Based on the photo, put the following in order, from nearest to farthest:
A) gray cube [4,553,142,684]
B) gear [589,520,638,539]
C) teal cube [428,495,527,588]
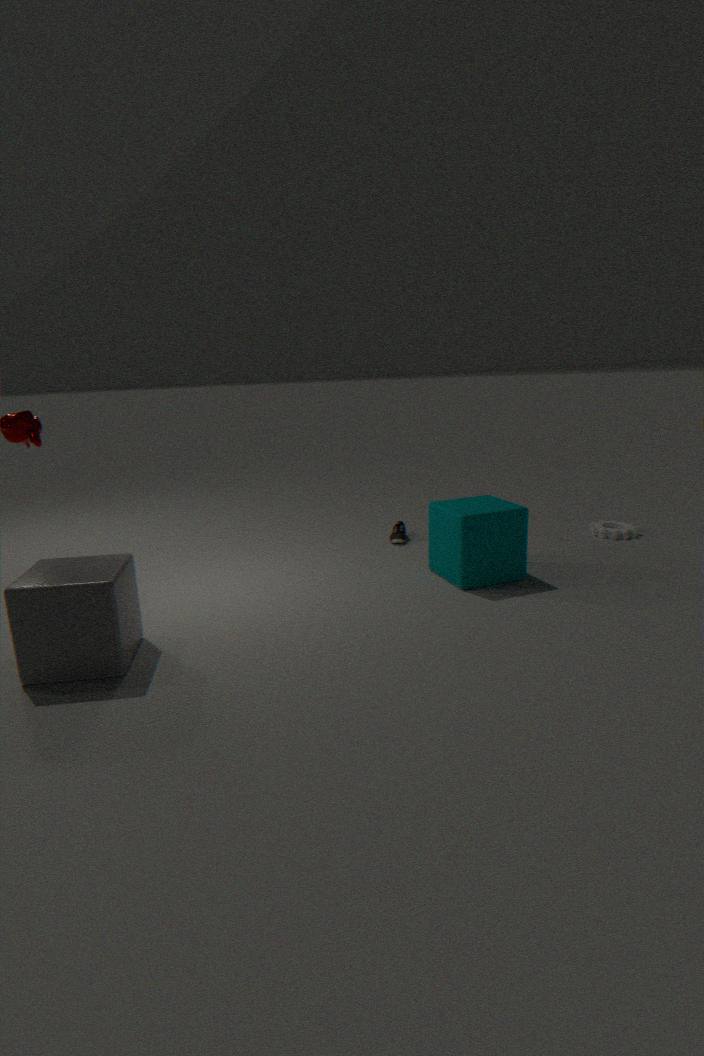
gray cube [4,553,142,684]
teal cube [428,495,527,588]
gear [589,520,638,539]
